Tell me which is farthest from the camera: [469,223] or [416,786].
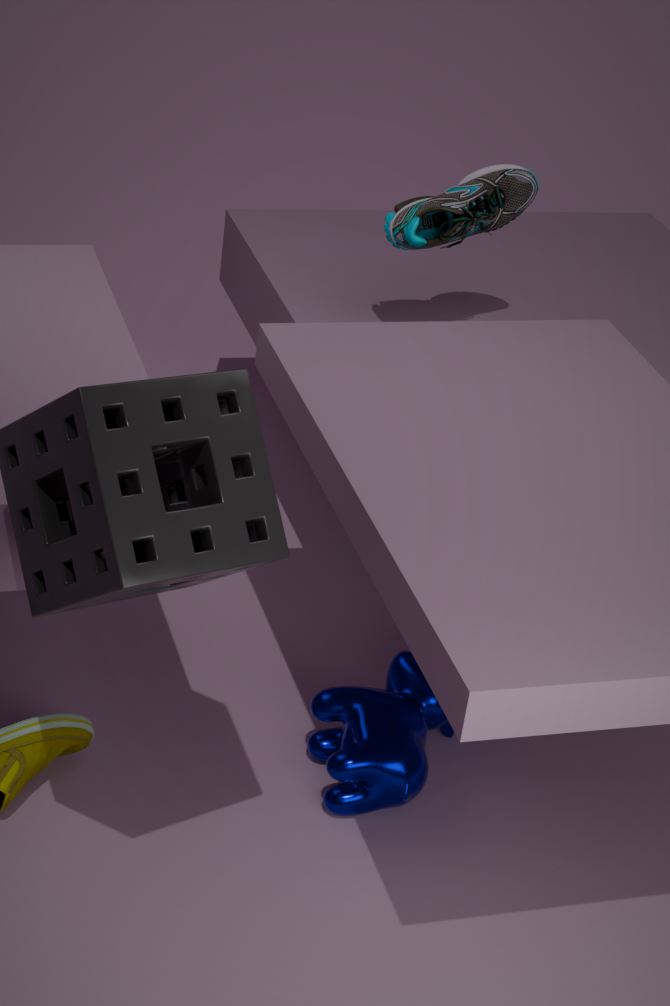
[469,223]
